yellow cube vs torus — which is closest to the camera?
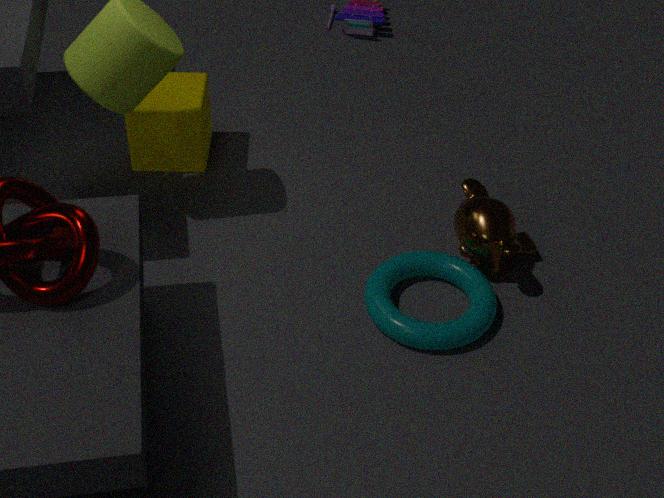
torus
